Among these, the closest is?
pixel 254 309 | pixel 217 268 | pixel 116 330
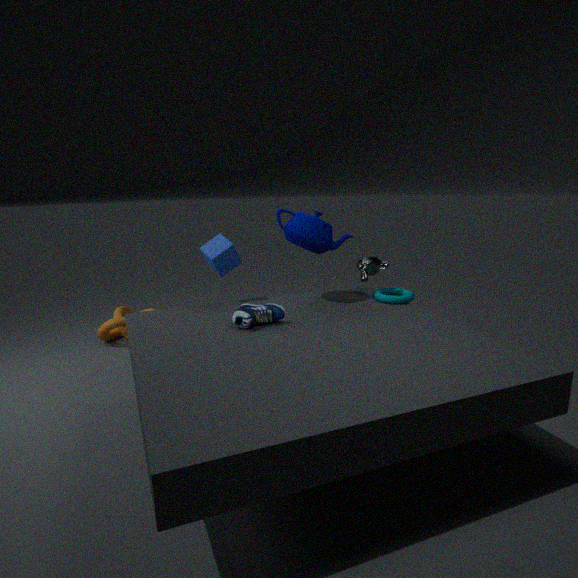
pixel 254 309
